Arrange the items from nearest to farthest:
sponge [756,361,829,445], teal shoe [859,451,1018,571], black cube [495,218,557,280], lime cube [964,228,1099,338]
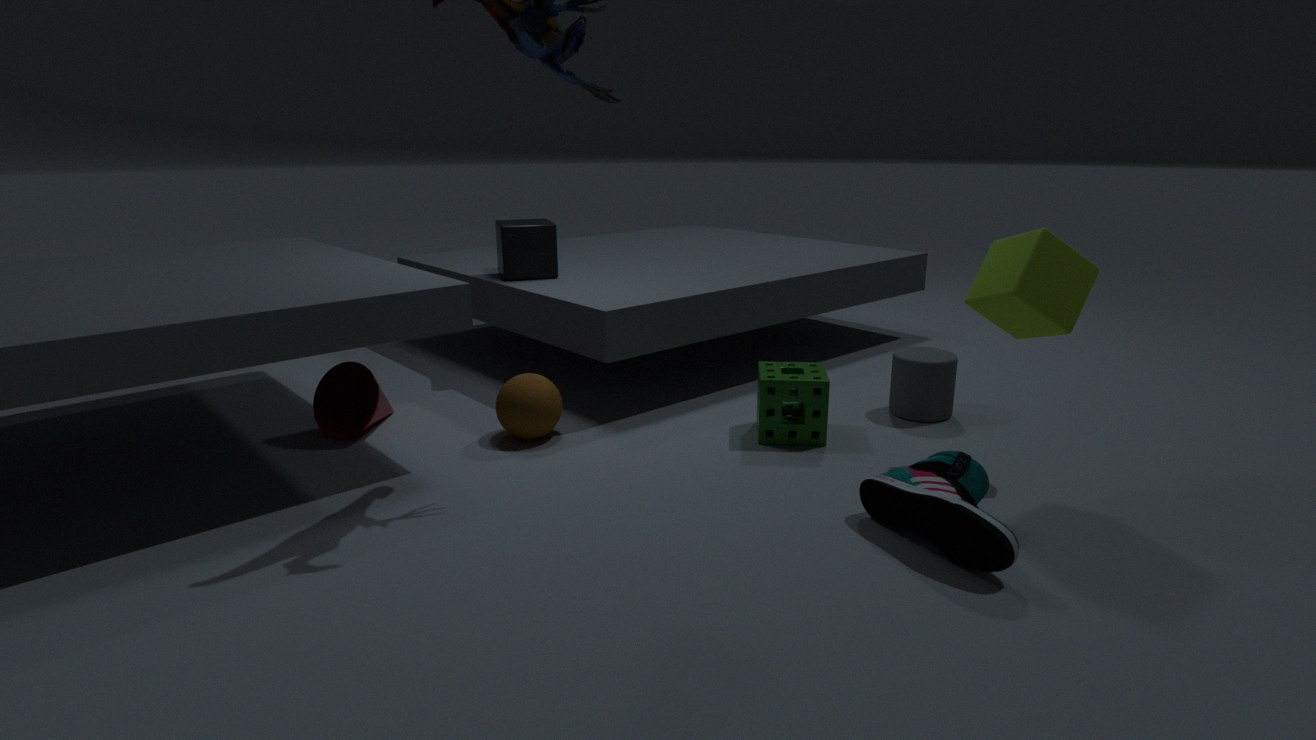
1. teal shoe [859,451,1018,571]
2. lime cube [964,228,1099,338]
3. sponge [756,361,829,445]
4. black cube [495,218,557,280]
